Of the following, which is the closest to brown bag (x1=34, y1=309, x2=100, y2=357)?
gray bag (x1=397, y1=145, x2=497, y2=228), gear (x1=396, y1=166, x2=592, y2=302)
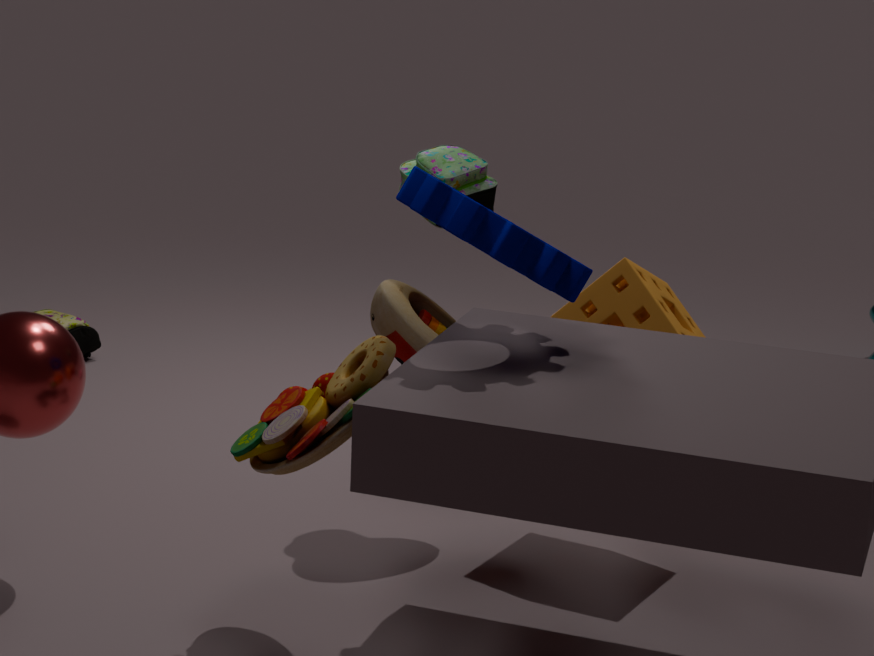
gray bag (x1=397, y1=145, x2=497, y2=228)
